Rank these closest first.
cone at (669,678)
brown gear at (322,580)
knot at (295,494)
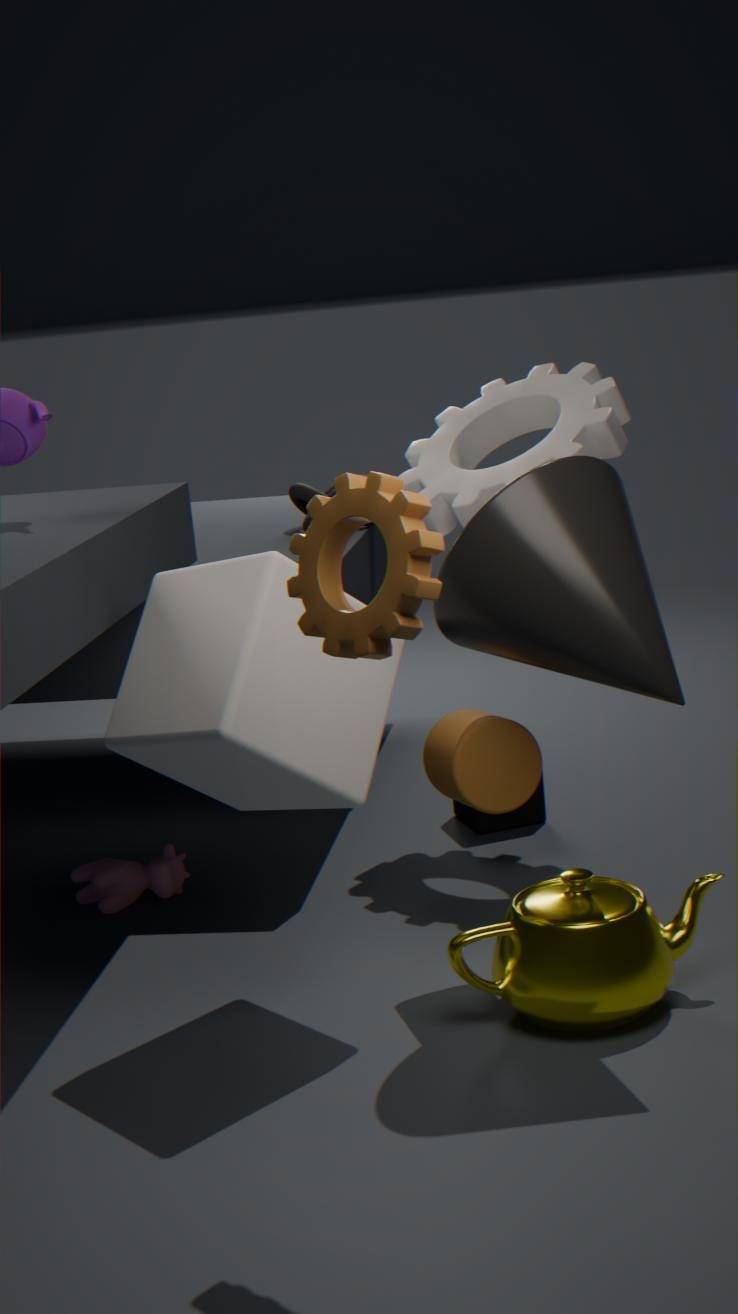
brown gear at (322,580), cone at (669,678), knot at (295,494)
